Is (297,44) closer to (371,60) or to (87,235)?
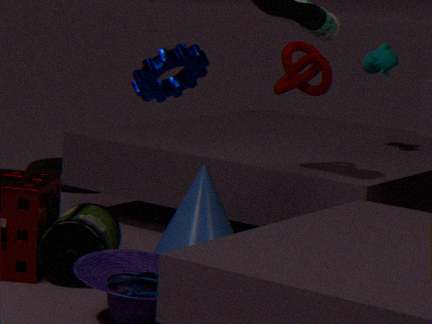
(371,60)
